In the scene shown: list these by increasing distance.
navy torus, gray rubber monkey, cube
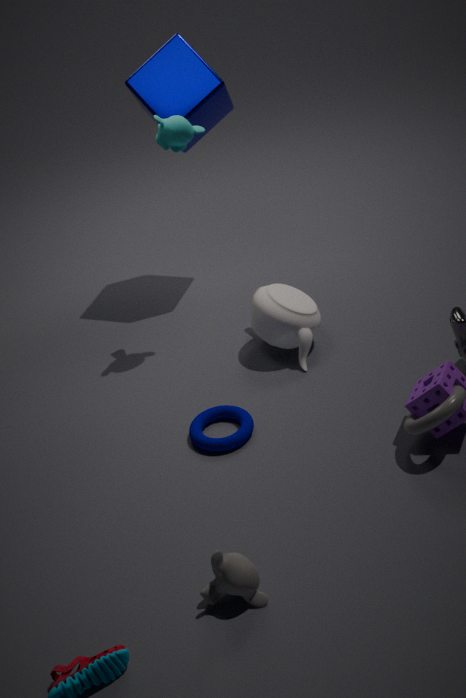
gray rubber monkey, navy torus, cube
